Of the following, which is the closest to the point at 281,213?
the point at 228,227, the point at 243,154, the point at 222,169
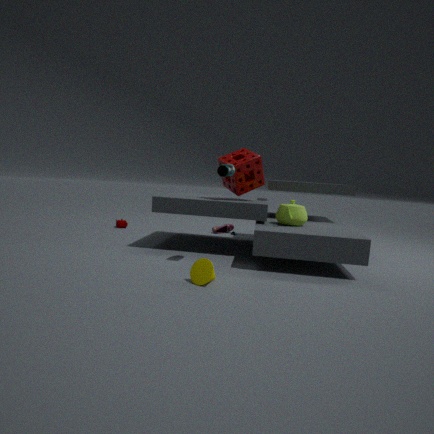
the point at 243,154
